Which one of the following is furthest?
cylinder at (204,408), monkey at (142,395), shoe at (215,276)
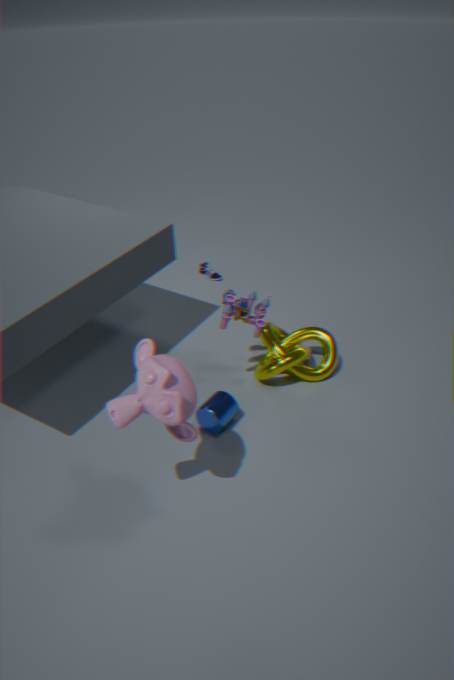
shoe at (215,276)
